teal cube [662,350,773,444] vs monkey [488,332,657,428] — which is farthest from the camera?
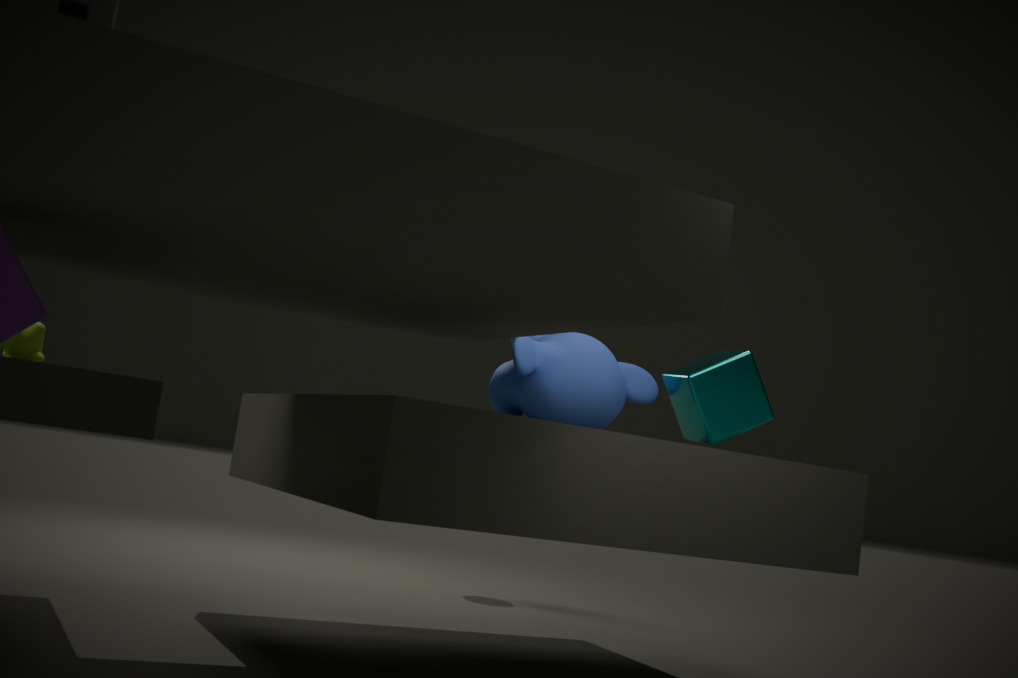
teal cube [662,350,773,444]
